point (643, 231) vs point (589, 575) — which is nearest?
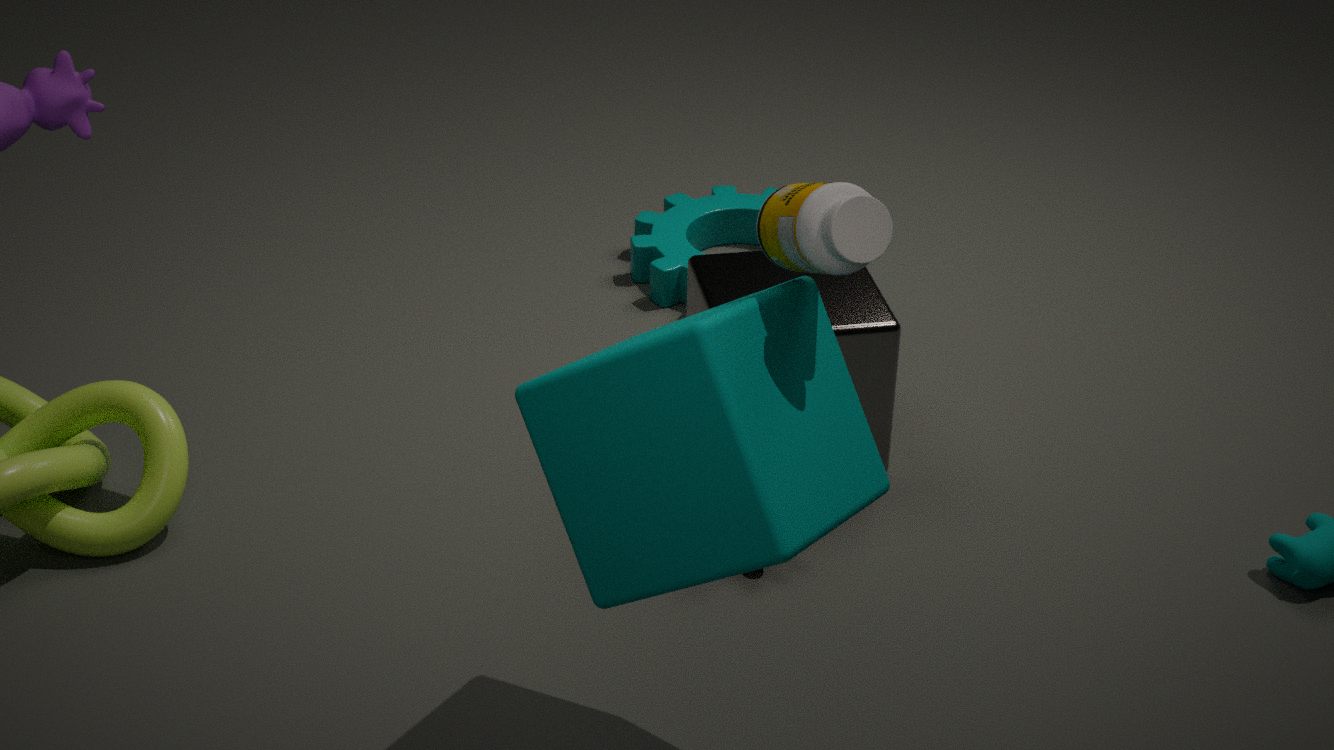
point (589, 575)
